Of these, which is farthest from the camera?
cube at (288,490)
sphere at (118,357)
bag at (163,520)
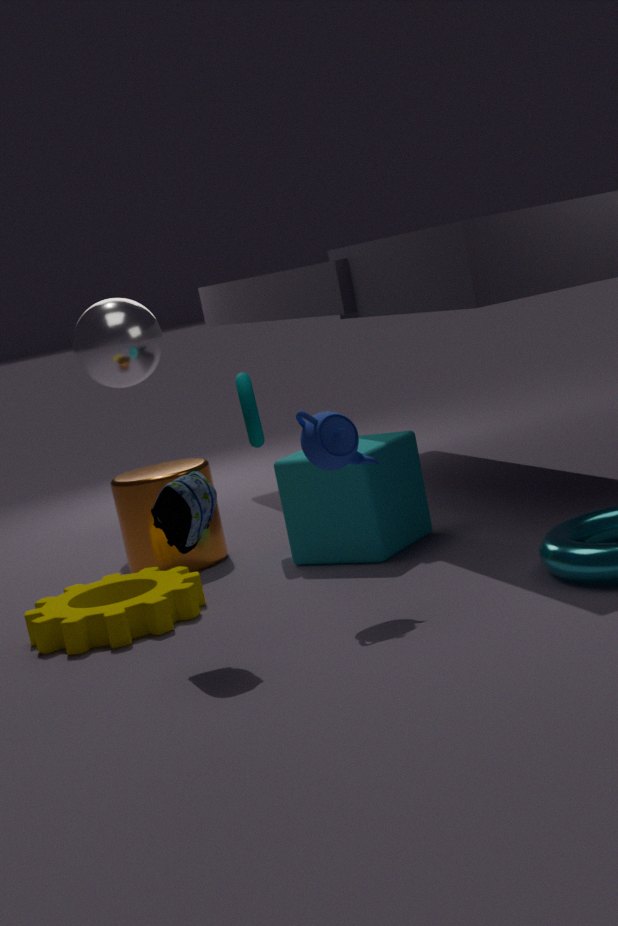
sphere at (118,357)
